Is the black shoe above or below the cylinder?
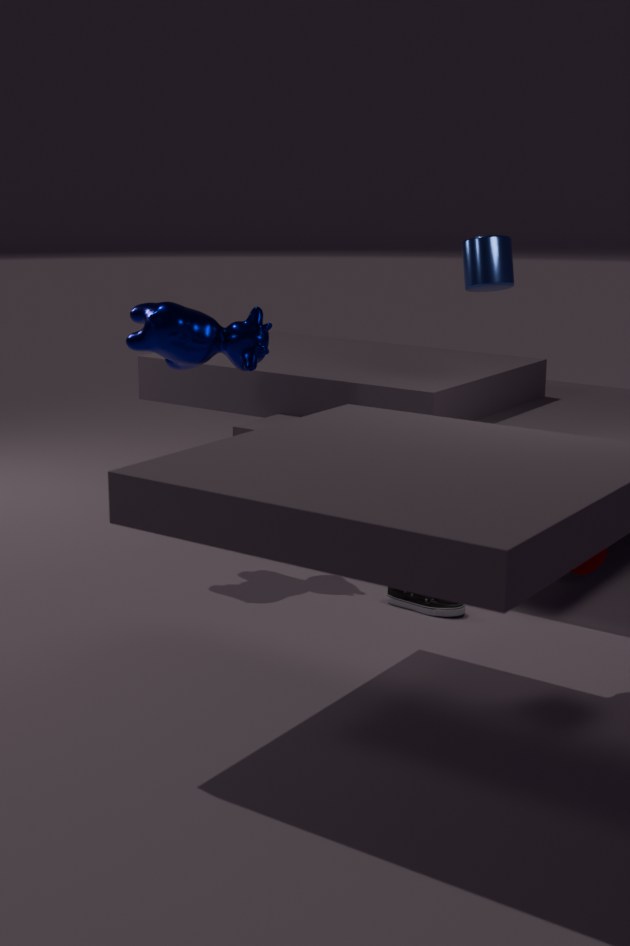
below
